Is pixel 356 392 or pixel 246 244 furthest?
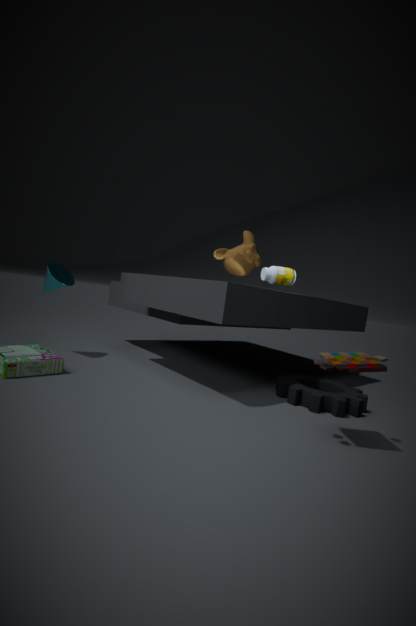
pixel 246 244
